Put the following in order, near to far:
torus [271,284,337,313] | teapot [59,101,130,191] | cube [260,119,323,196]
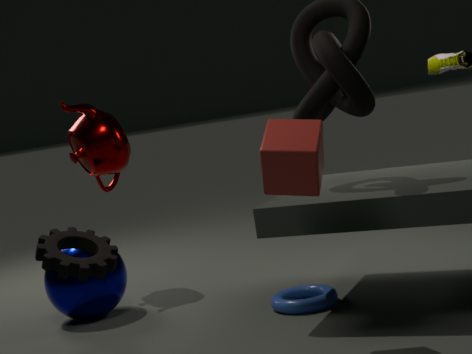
cube [260,119,323,196] < torus [271,284,337,313] < teapot [59,101,130,191]
